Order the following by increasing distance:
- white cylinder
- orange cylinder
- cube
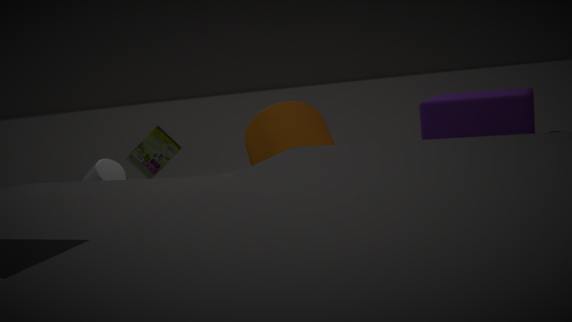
cube
orange cylinder
white cylinder
